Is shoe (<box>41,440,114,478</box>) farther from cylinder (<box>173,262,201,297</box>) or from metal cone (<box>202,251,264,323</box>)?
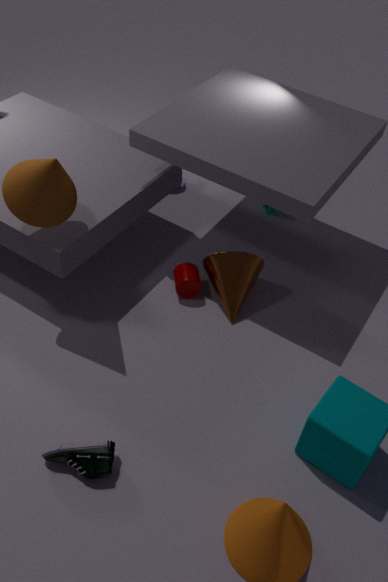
cylinder (<box>173,262,201,297</box>)
